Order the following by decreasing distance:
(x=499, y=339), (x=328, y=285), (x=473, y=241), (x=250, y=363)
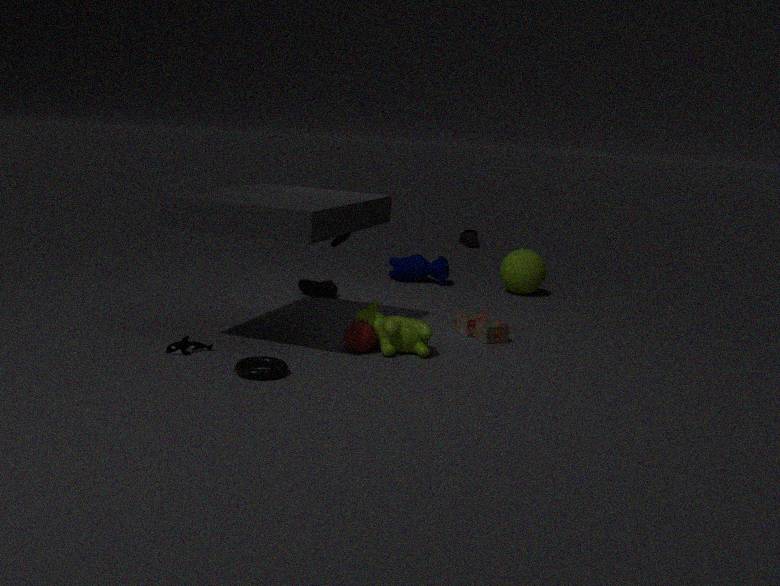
(x=473, y=241), (x=328, y=285), (x=499, y=339), (x=250, y=363)
